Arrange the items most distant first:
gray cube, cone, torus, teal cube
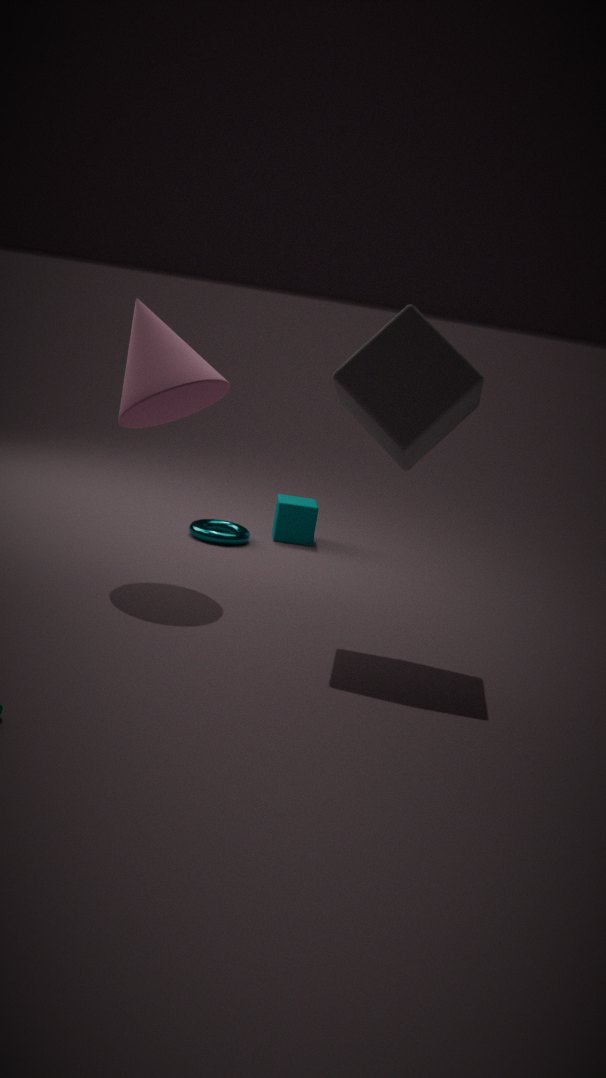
teal cube
torus
cone
gray cube
